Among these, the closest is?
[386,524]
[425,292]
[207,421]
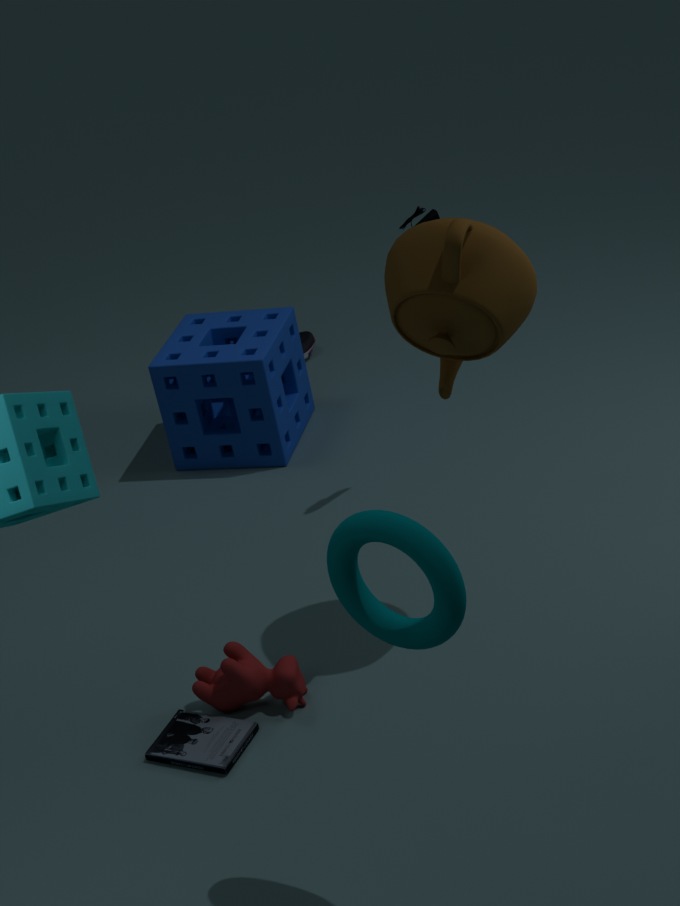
[386,524]
